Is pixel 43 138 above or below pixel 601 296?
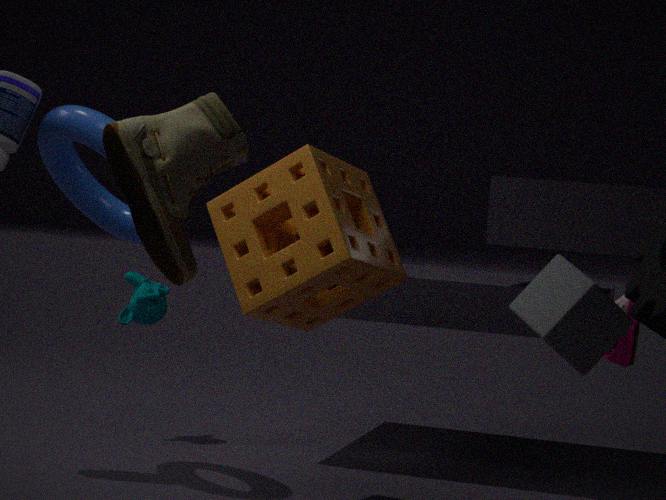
above
